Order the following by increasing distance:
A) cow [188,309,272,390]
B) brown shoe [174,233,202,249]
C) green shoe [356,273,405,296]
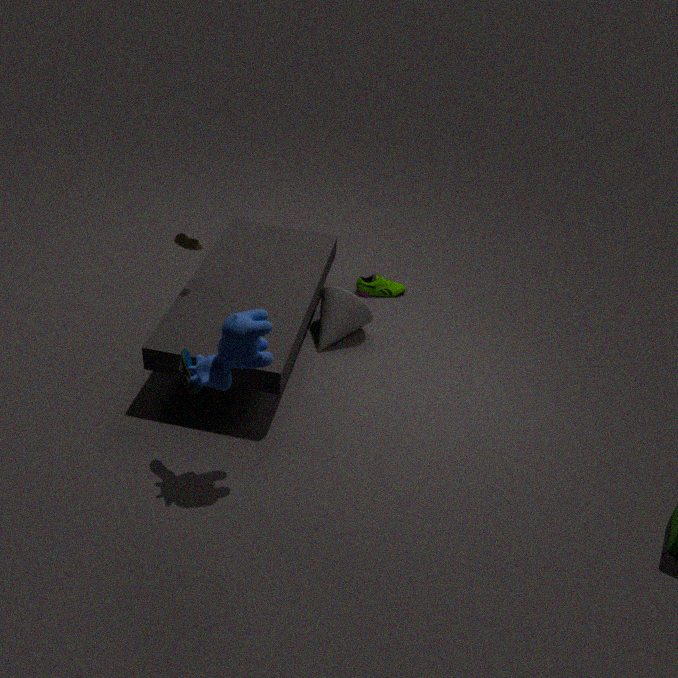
cow [188,309,272,390] < brown shoe [174,233,202,249] < green shoe [356,273,405,296]
